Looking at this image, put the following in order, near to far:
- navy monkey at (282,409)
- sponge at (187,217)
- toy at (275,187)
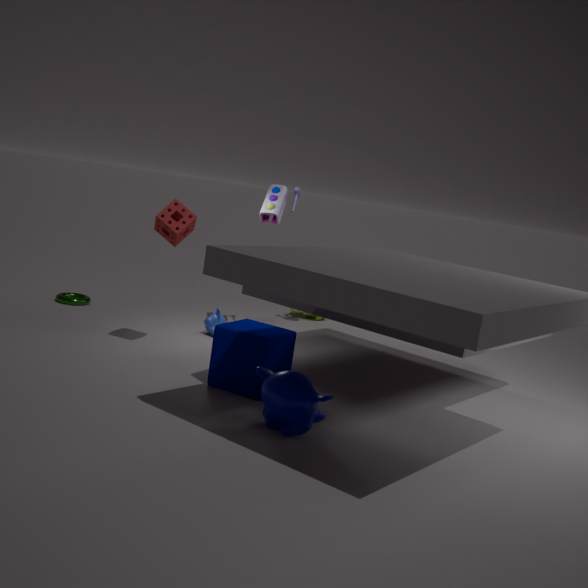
1. navy monkey at (282,409)
2. sponge at (187,217)
3. toy at (275,187)
